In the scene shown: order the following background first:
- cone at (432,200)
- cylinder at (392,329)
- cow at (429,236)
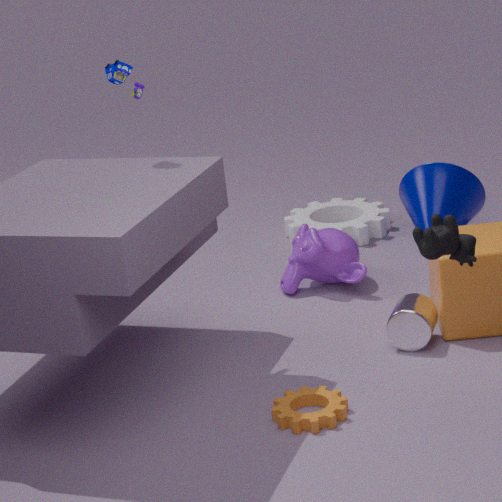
cone at (432,200) → cylinder at (392,329) → cow at (429,236)
